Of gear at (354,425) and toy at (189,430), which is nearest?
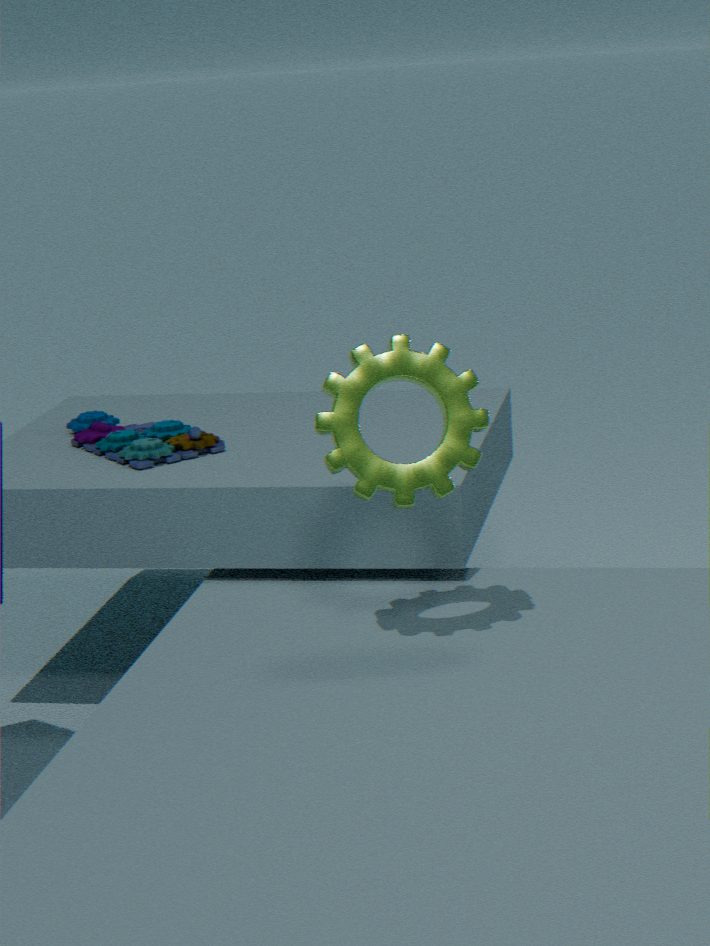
gear at (354,425)
